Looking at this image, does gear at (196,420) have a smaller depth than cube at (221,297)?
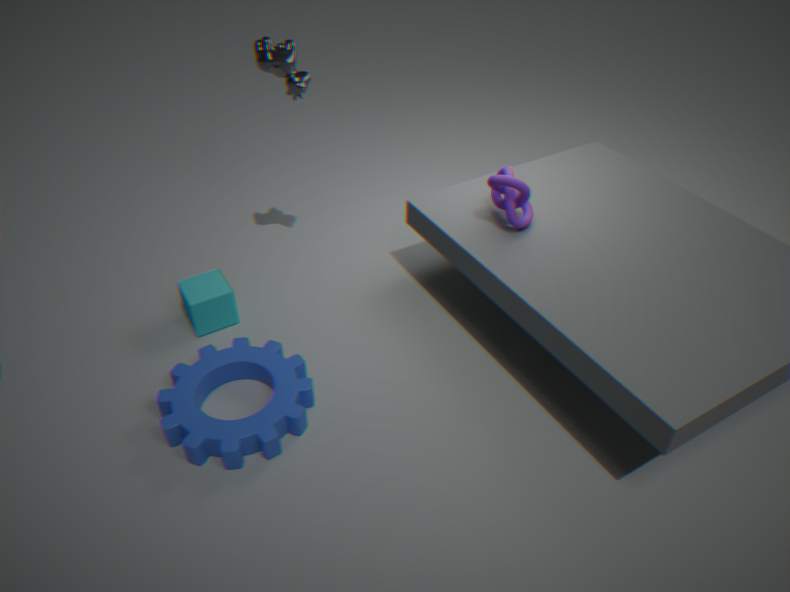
Yes
